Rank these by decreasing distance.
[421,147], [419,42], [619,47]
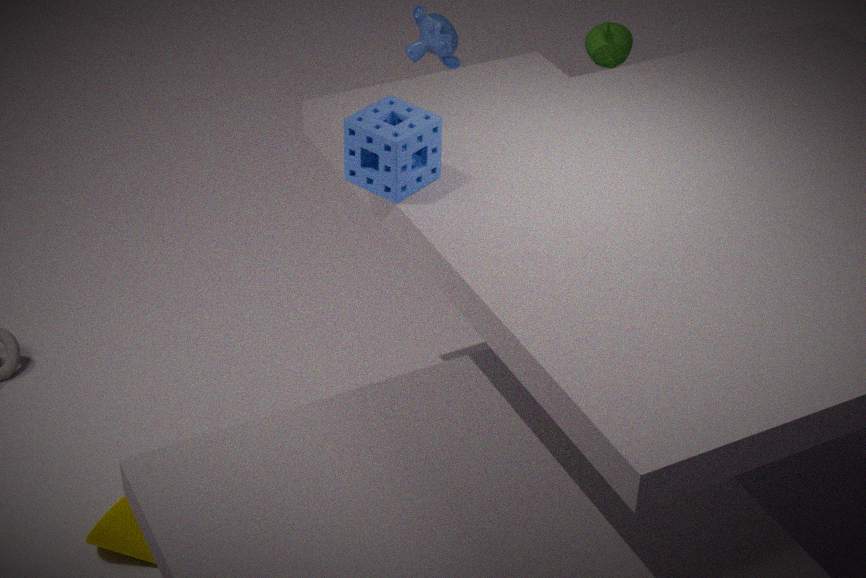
[619,47]
[419,42]
[421,147]
